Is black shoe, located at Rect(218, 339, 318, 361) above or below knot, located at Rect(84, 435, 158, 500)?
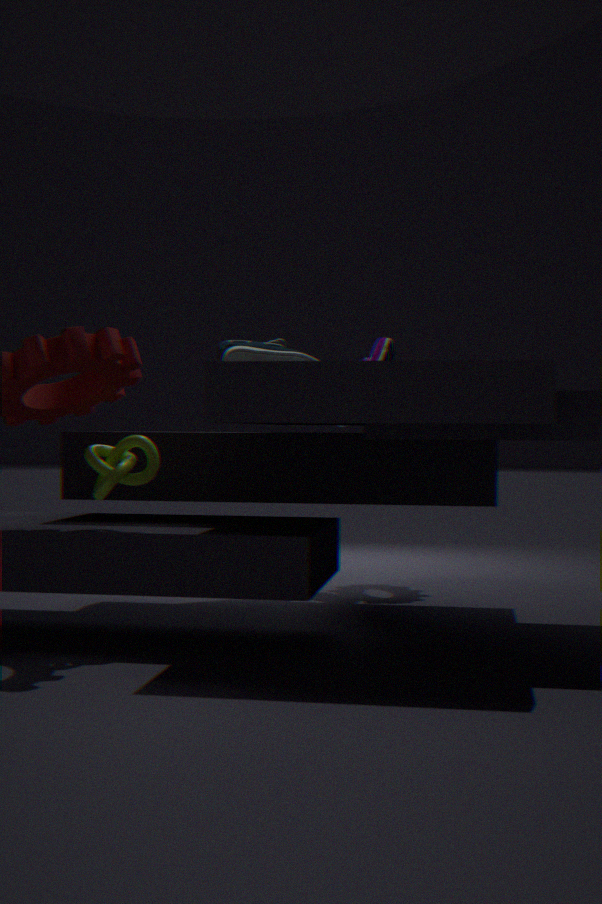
above
